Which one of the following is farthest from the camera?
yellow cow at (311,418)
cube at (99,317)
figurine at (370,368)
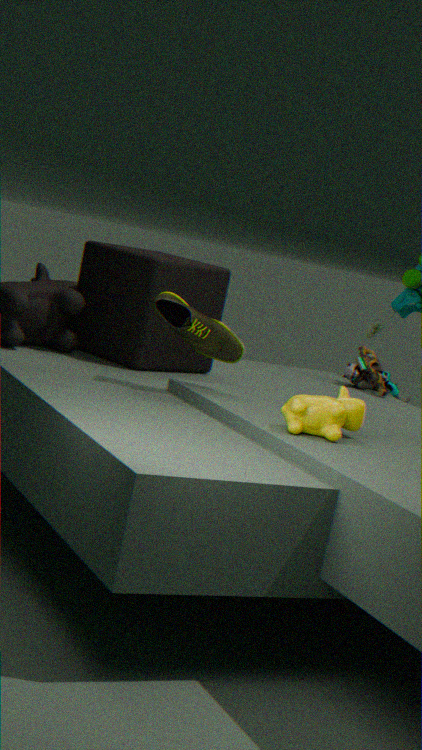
figurine at (370,368)
